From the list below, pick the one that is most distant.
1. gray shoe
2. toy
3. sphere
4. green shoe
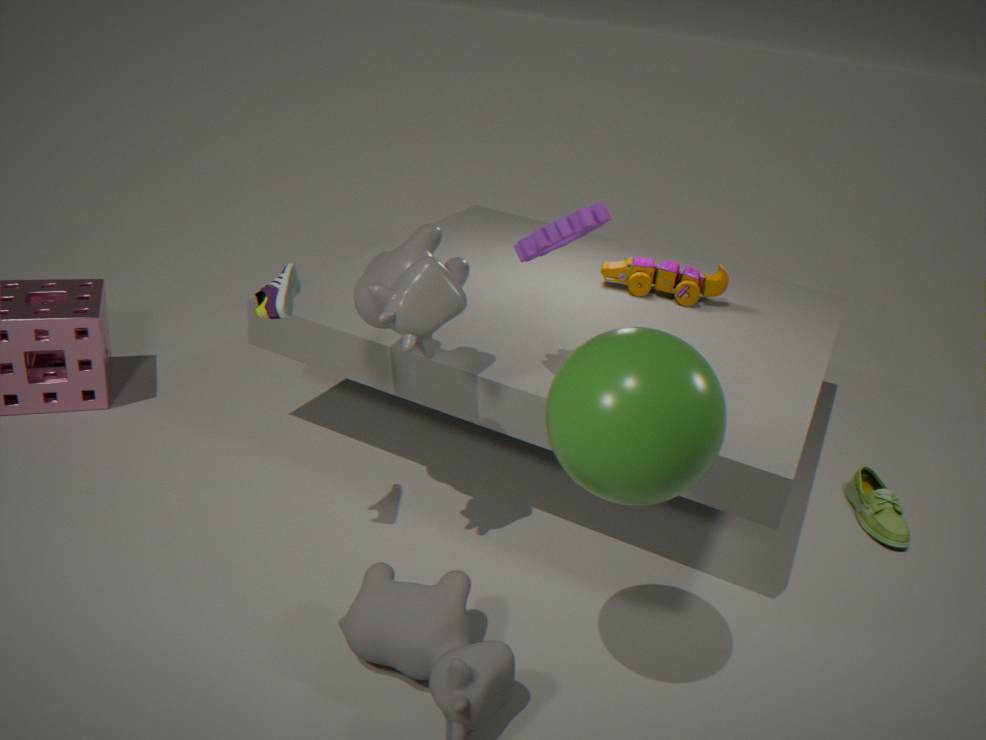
toy
